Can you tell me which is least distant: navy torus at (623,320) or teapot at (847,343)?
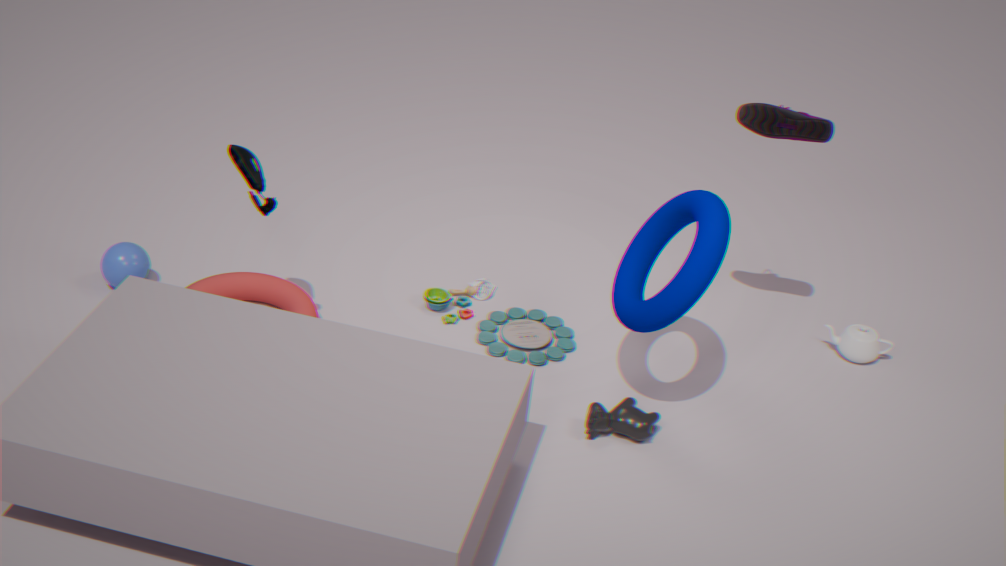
navy torus at (623,320)
